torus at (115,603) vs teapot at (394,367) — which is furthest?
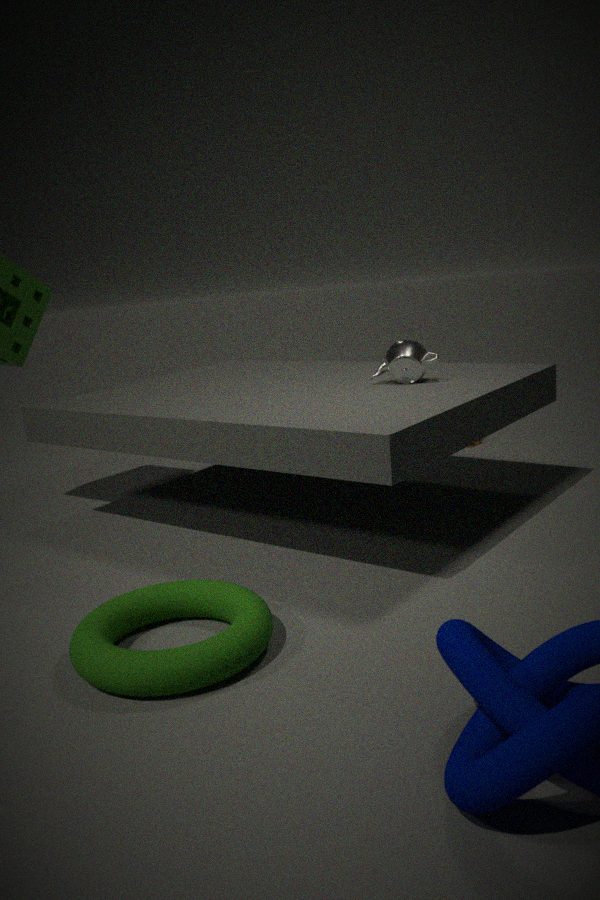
teapot at (394,367)
